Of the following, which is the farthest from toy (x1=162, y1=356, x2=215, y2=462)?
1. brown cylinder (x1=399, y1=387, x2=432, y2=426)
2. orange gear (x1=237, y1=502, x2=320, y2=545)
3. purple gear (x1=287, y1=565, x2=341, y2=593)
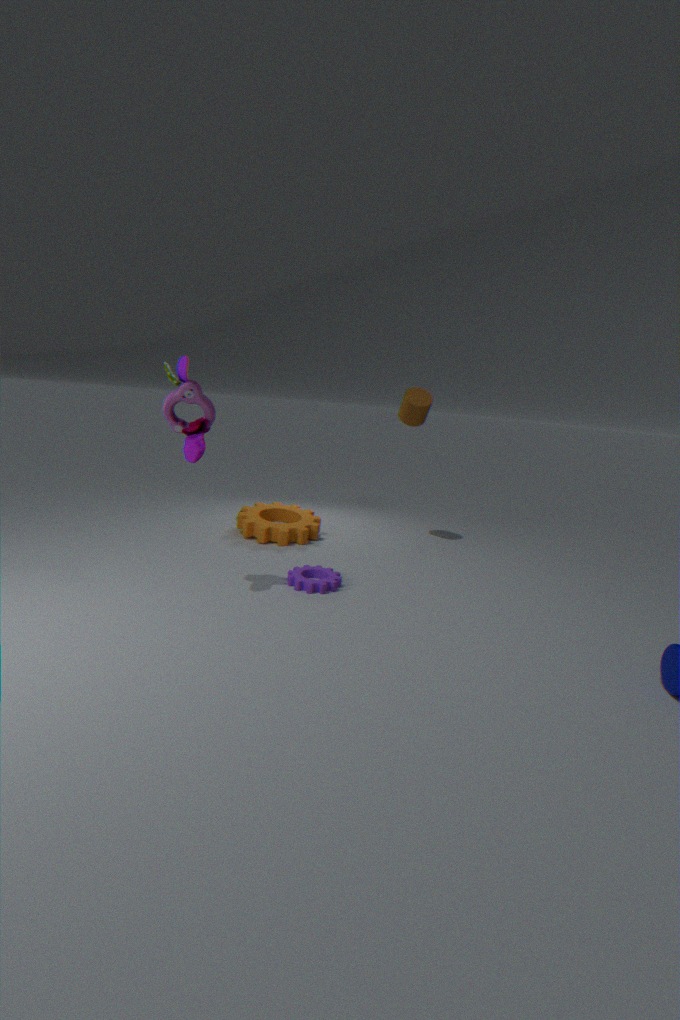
brown cylinder (x1=399, y1=387, x2=432, y2=426)
